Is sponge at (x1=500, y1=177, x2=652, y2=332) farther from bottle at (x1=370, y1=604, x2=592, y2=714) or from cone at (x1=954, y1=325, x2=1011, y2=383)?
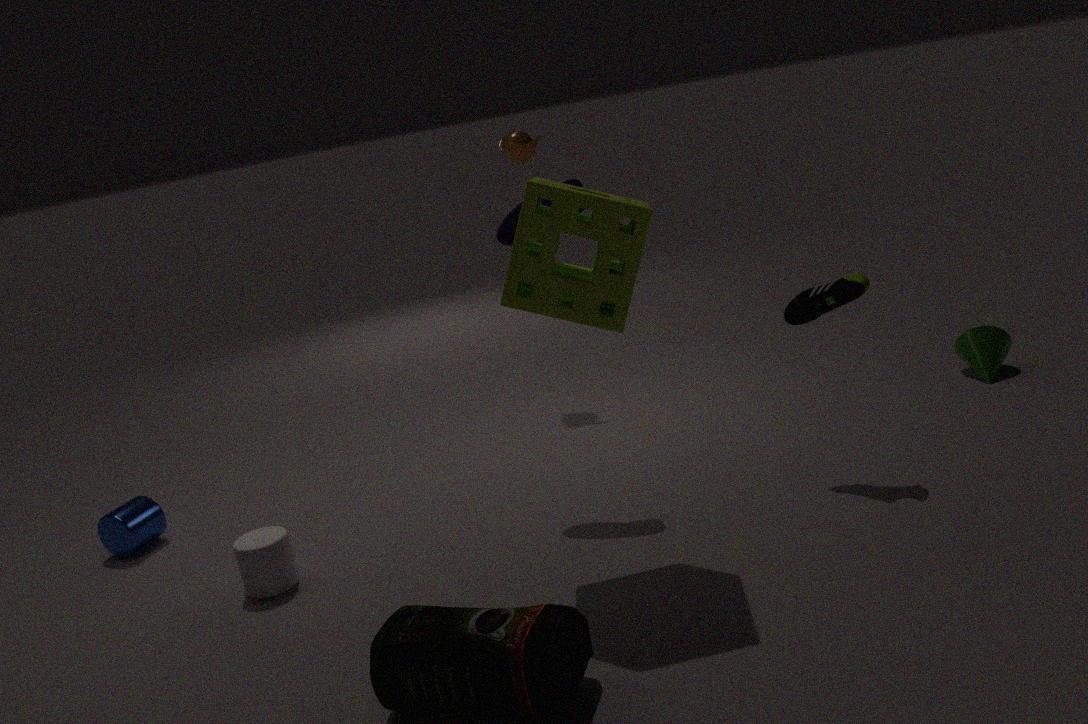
cone at (x1=954, y1=325, x2=1011, y2=383)
